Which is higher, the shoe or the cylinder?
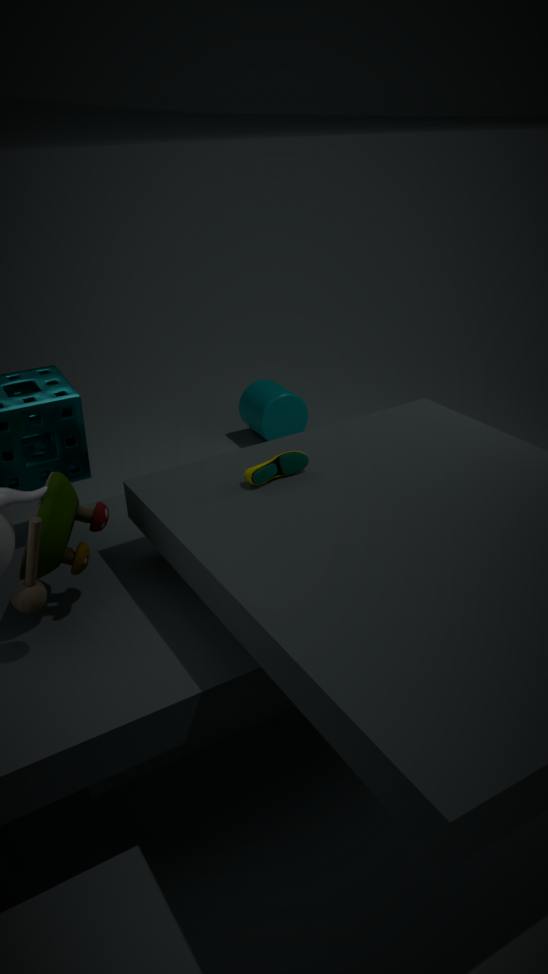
the shoe
